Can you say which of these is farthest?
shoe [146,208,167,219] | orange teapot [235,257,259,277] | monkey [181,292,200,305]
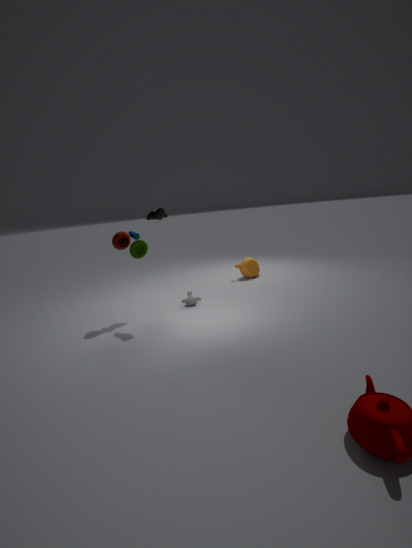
orange teapot [235,257,259,277]
